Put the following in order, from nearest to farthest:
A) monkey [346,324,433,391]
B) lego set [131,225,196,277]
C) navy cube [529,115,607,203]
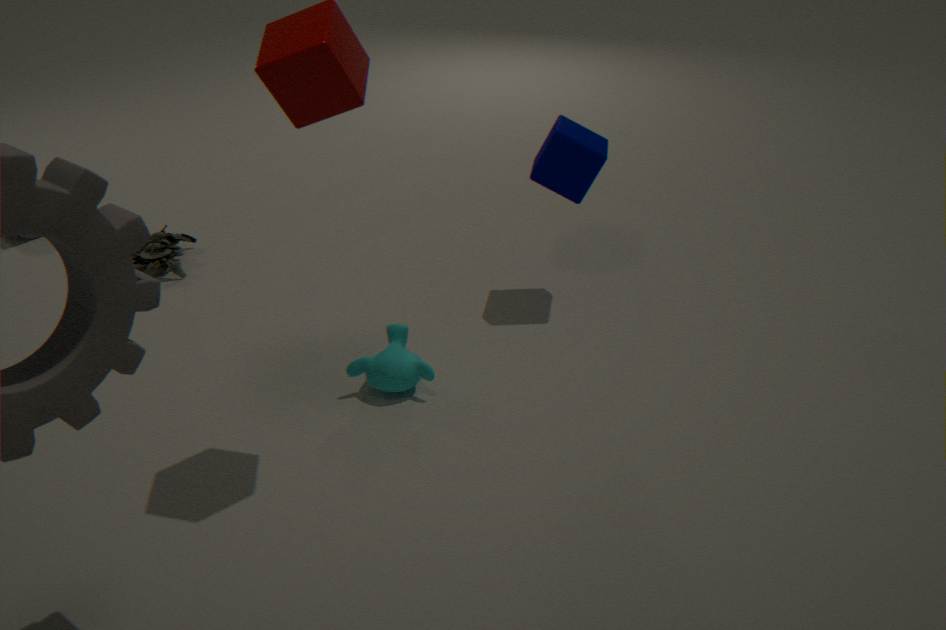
monkey [346,324,433,391], navy cube [529,115,607,203], lego set [131,225,196,277]
